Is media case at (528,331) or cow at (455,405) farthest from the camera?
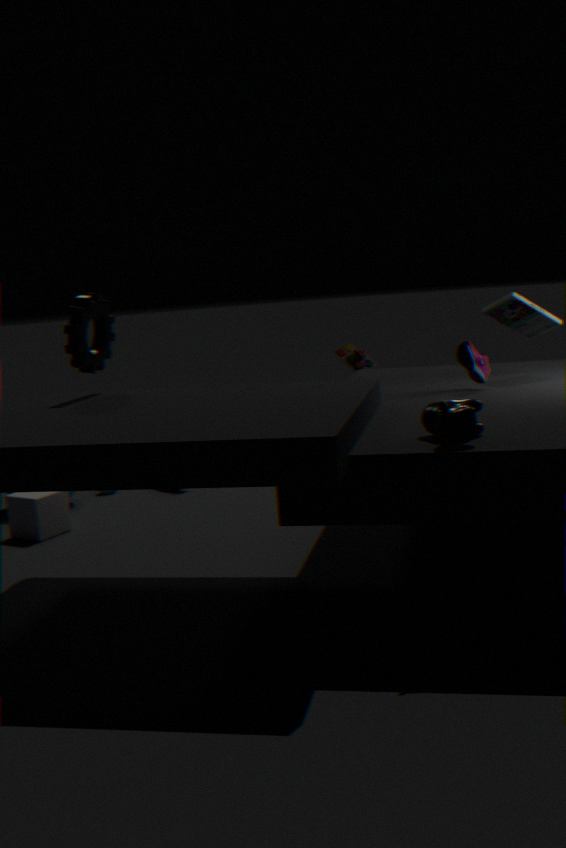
media case at (528,331)
